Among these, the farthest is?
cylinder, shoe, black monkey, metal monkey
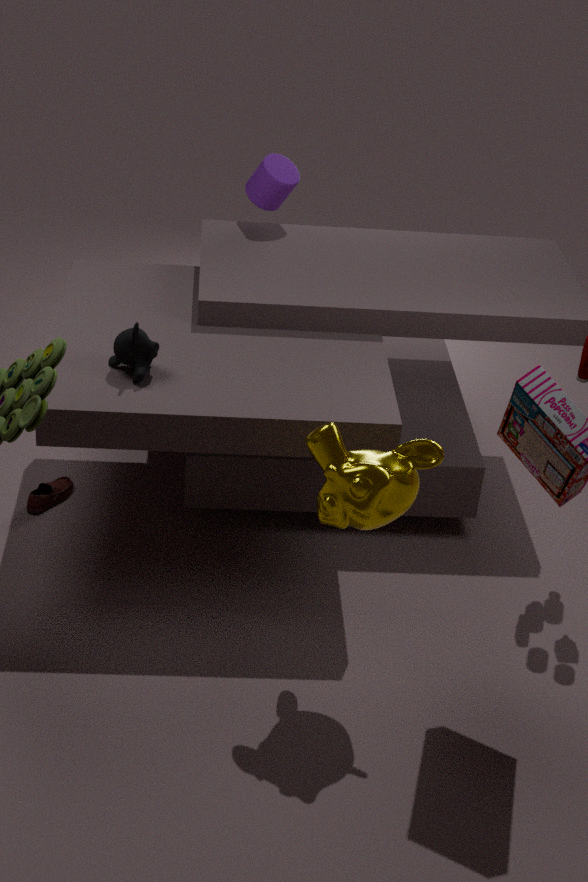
cylinder
